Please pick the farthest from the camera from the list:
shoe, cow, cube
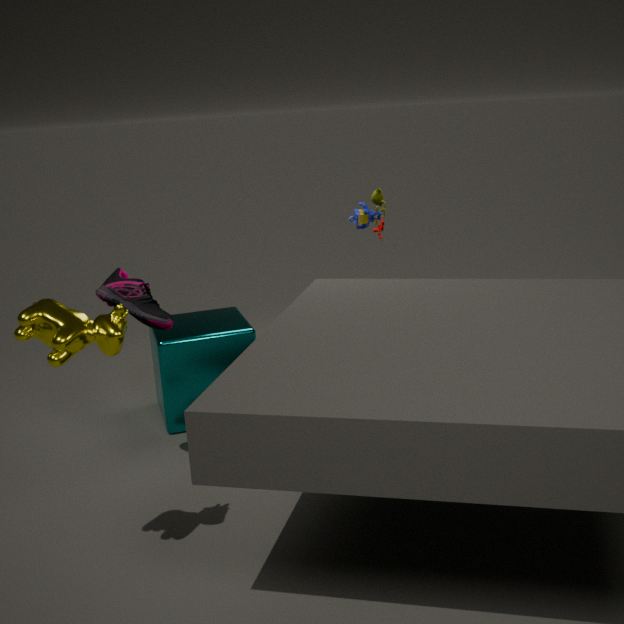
cube
